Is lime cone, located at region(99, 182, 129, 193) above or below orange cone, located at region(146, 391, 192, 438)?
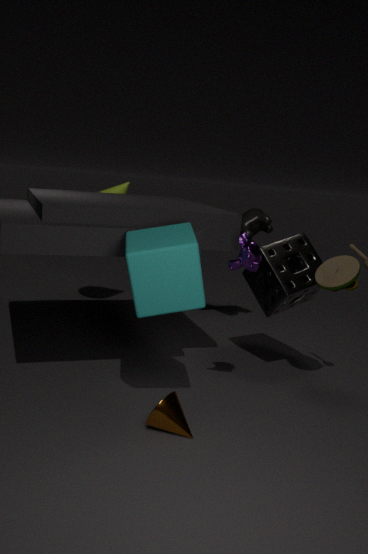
above
